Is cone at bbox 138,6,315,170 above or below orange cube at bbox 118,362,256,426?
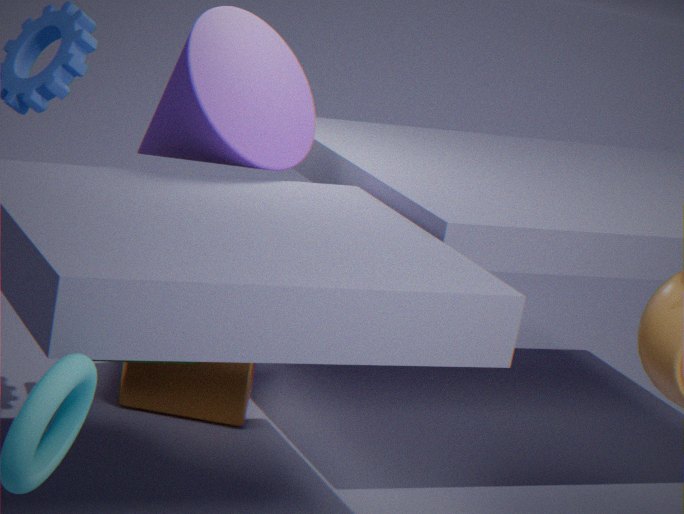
above
